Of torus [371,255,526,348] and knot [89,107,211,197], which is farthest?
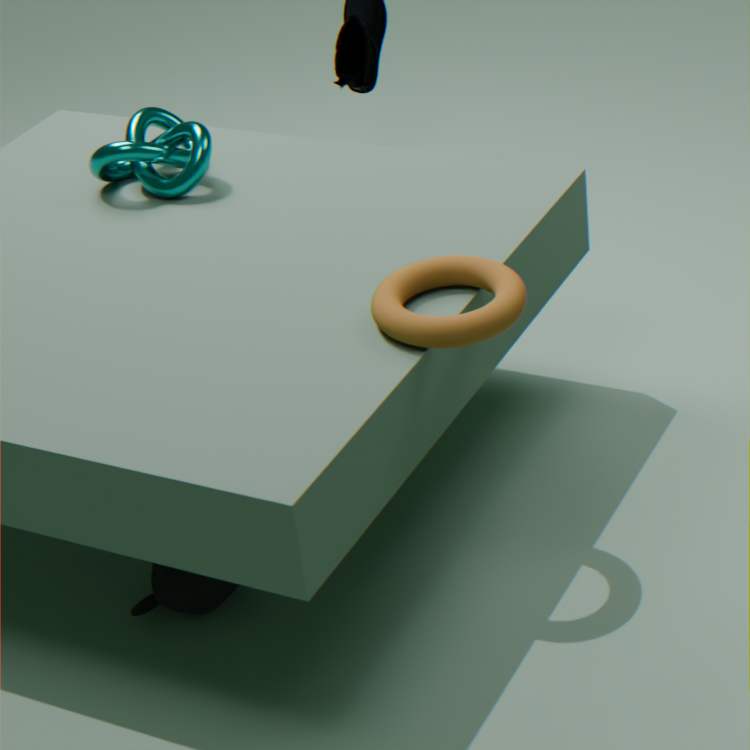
knot [89,107,211,197]
